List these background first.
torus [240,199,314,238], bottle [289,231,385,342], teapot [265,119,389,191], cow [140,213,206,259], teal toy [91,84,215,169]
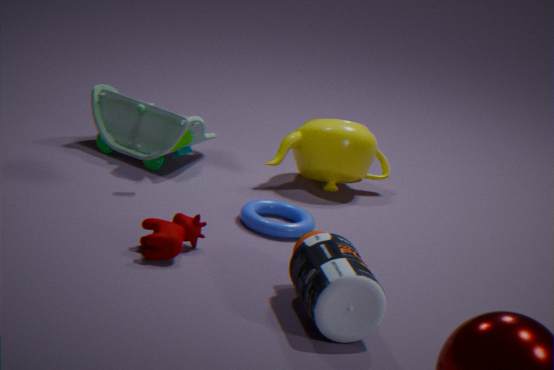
teapot [265,119,389,191] < teal toy [91,84,215,169] < torus [240,199,314,238] < cow [140,213,206,259] < bottle [289,231,385,342]
